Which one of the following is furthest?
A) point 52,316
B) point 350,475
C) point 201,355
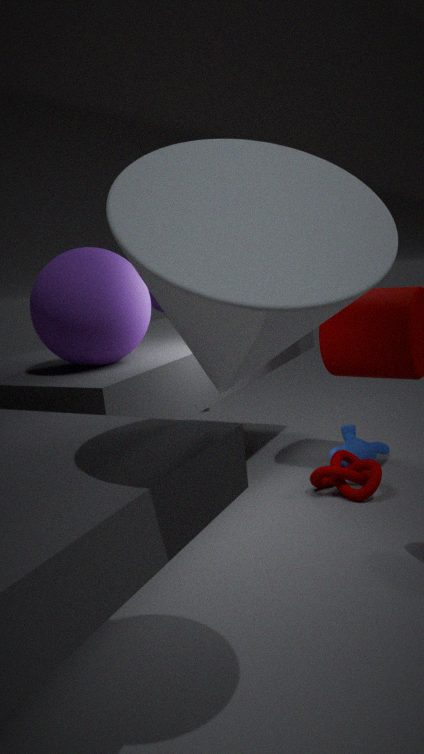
point 350,475
